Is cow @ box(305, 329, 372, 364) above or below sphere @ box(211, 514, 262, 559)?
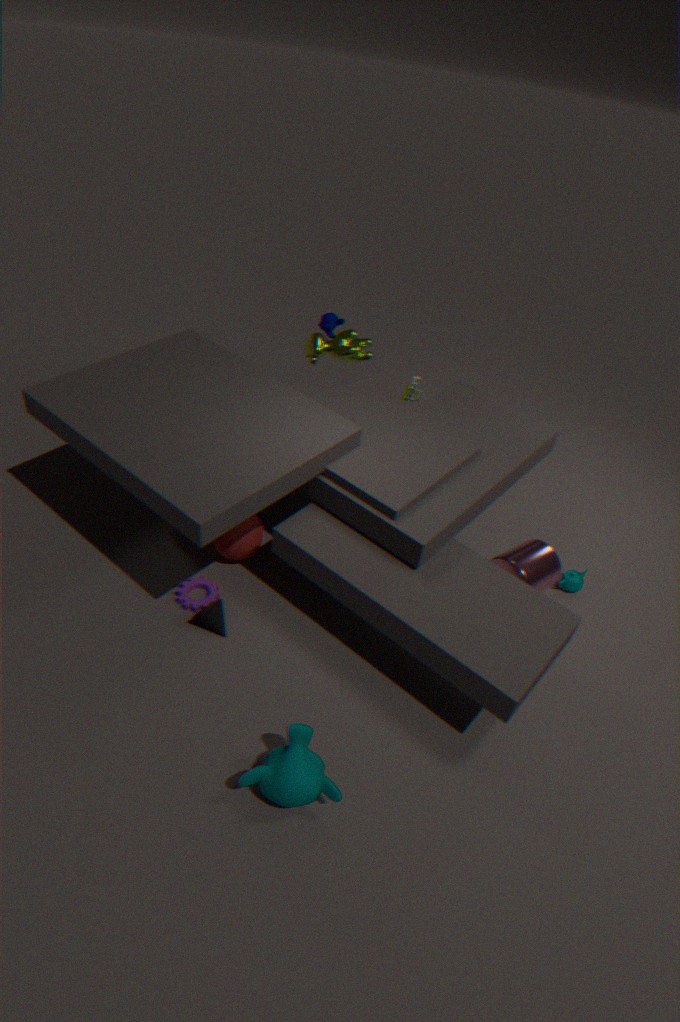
above
